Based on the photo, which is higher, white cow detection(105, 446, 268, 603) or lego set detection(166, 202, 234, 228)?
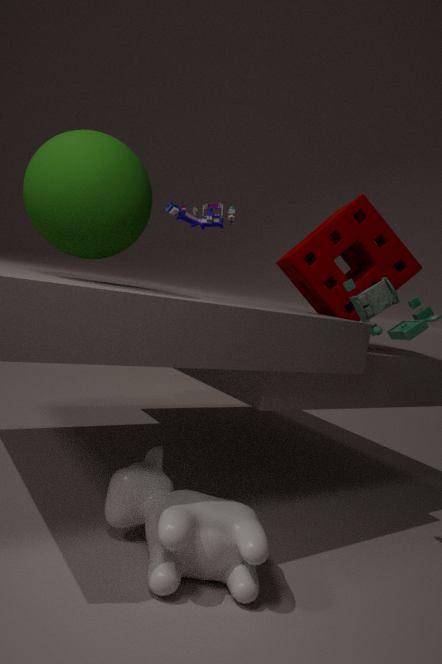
lego set detection(166, 202, 234, 228)
